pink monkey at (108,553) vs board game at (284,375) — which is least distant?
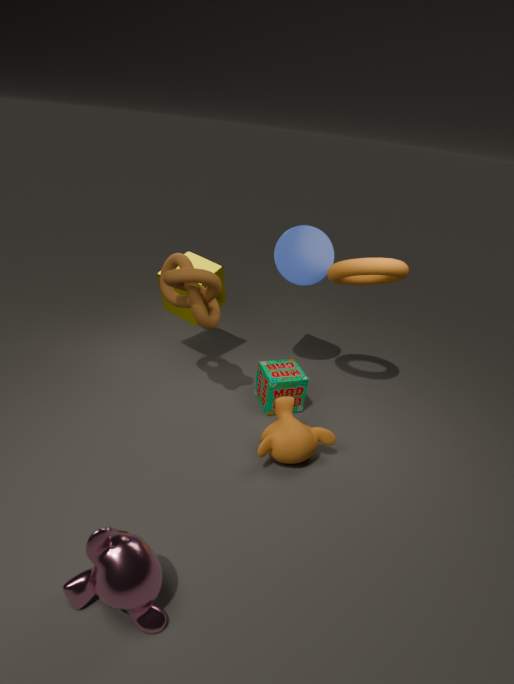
pink monkey at (108,553)
